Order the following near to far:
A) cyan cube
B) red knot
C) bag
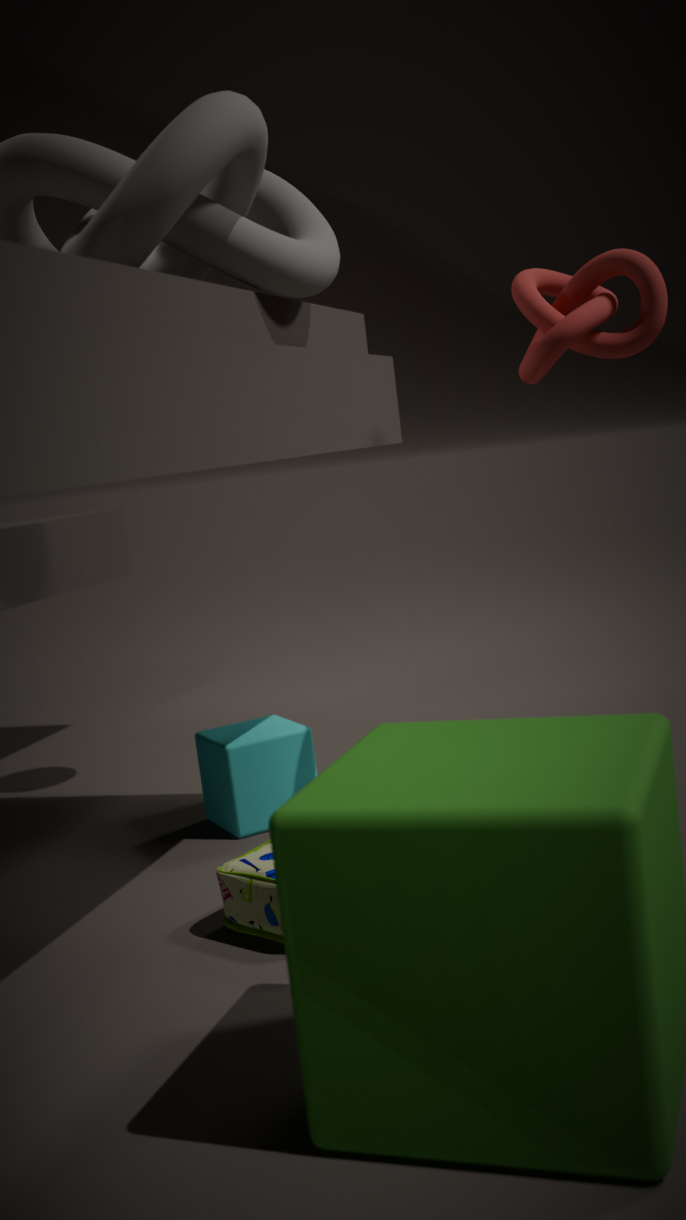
bag → red knot → cyan cube
